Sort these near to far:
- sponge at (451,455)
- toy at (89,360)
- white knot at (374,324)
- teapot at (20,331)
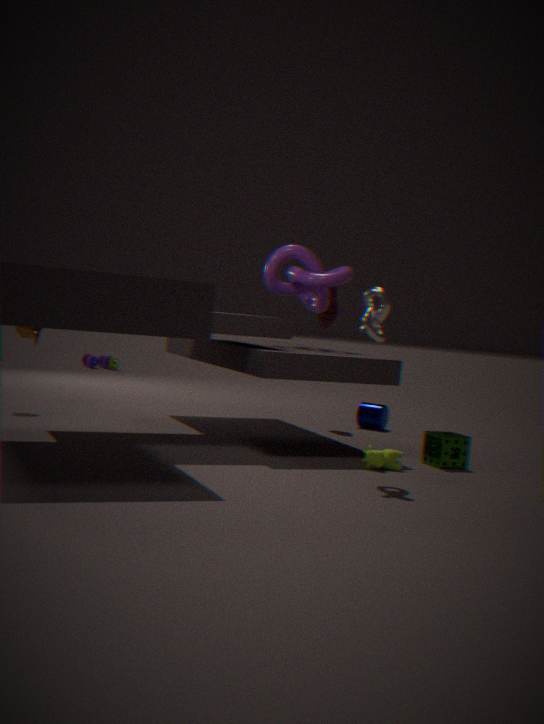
white knot at (374,324) → sponge at (451,455) → teapot at (20,331) → toy at (89,360)
